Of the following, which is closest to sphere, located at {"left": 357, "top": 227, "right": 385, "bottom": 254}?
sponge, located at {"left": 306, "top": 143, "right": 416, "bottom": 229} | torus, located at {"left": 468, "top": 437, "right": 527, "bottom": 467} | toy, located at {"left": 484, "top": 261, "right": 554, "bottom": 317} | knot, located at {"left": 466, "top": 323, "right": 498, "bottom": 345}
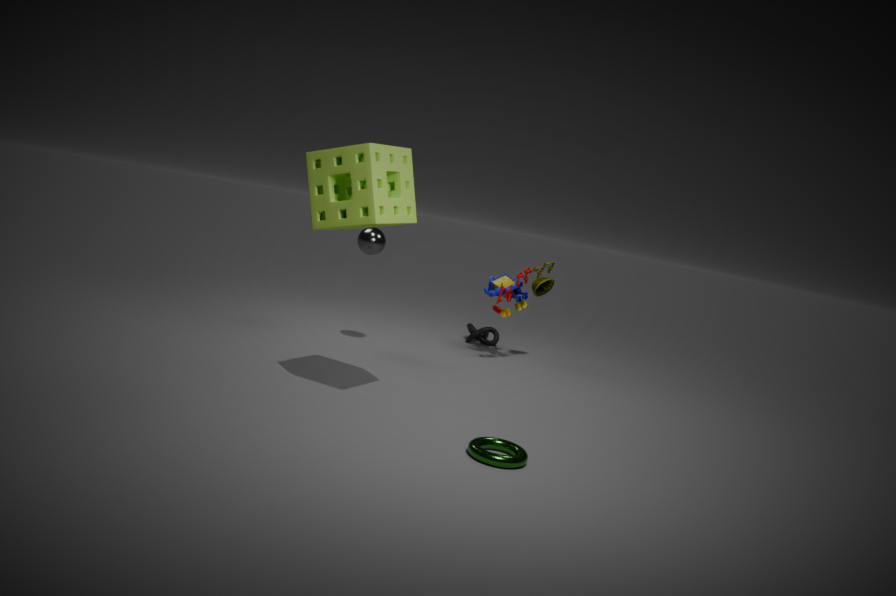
toy, located at {"left": 484, "top": 261, "right": 554, "bottom": 317}
